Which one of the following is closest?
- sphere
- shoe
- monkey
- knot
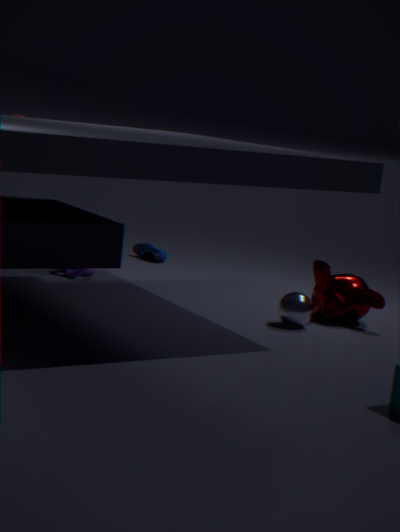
sphere
